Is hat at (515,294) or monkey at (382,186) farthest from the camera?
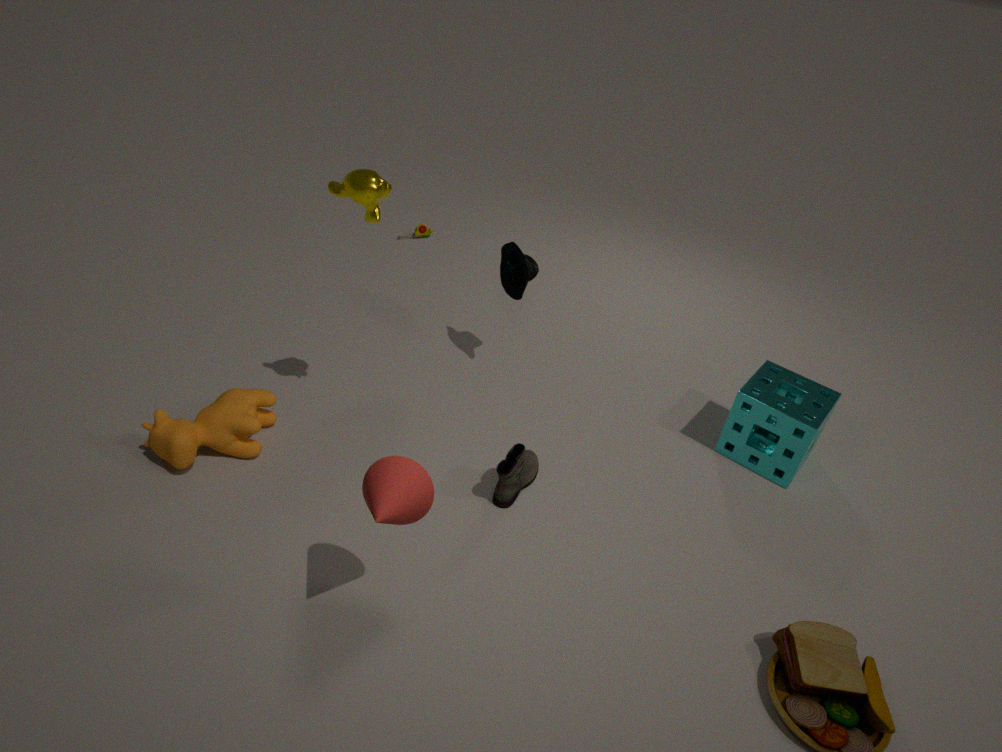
hat at (515,294)
